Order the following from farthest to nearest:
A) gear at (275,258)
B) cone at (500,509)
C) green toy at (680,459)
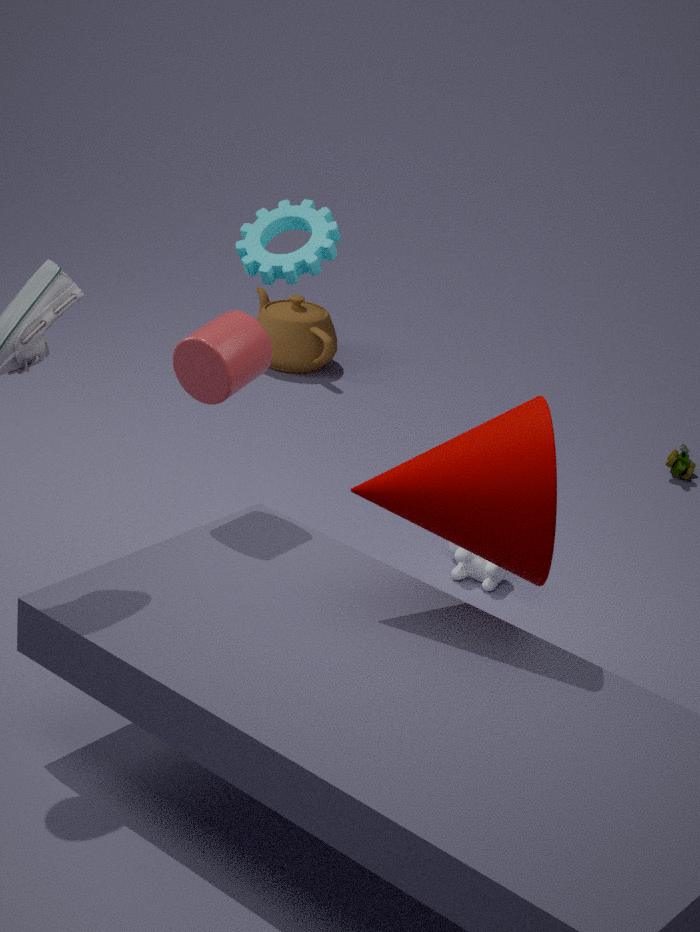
C. green toy at (680,459) < A. gear at (275,258) < B. cone at (500,509)
